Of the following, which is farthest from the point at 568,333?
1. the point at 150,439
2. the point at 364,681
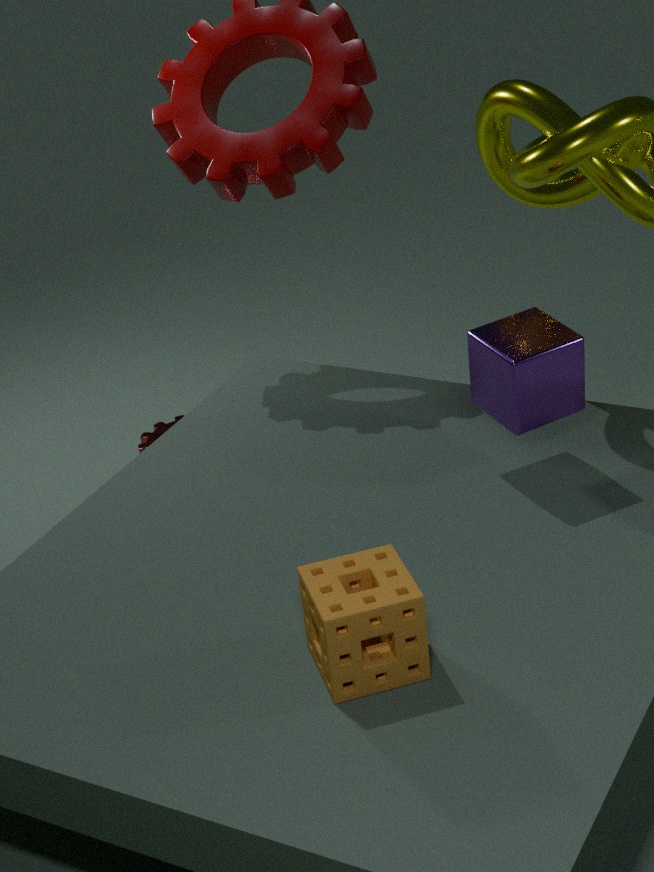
the point at 150,439
